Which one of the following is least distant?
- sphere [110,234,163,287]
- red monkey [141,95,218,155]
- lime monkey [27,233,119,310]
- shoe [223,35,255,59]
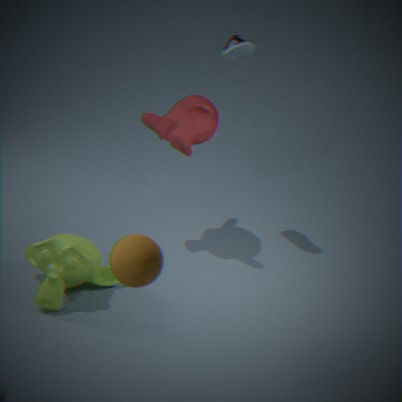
sphere [110,234,163,287]
